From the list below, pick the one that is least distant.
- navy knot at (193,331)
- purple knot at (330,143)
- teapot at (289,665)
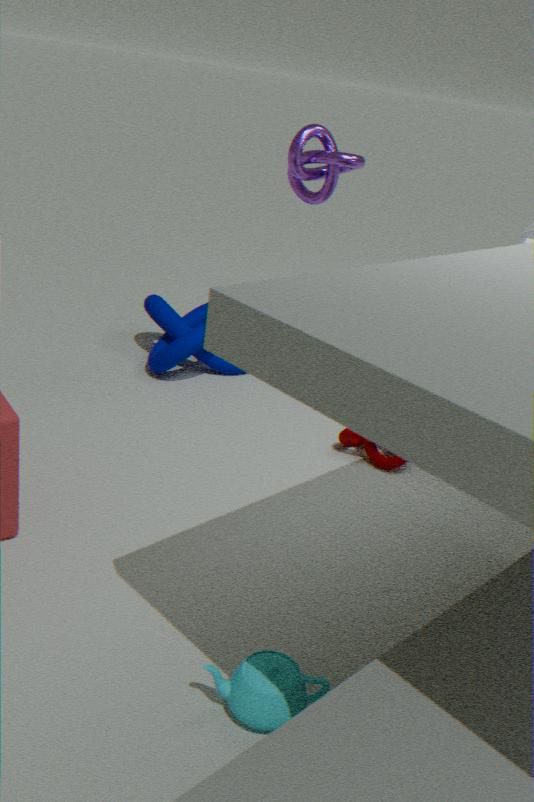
teapot at (289,665)
